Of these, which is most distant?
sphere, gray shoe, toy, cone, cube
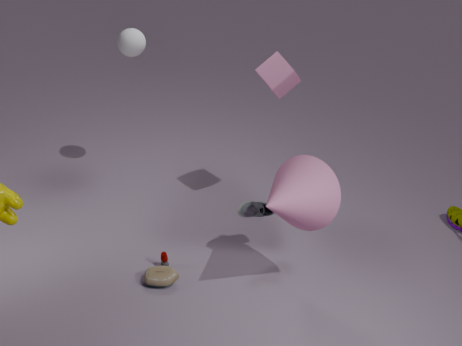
sphere
